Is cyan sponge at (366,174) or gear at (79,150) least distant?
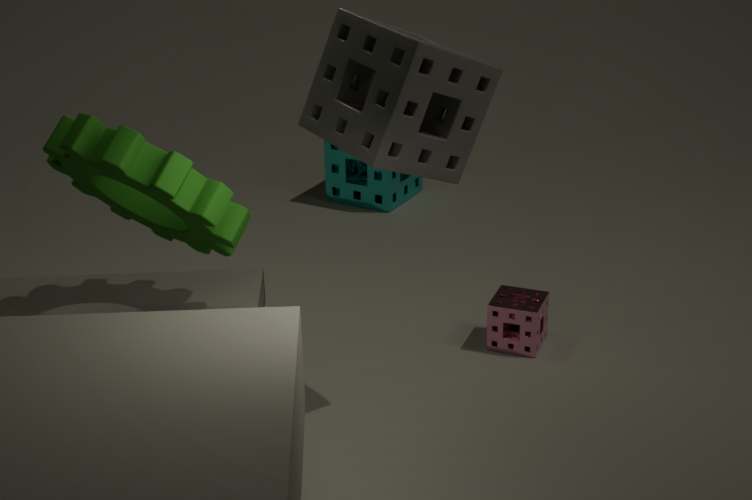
gear at (79,150)
